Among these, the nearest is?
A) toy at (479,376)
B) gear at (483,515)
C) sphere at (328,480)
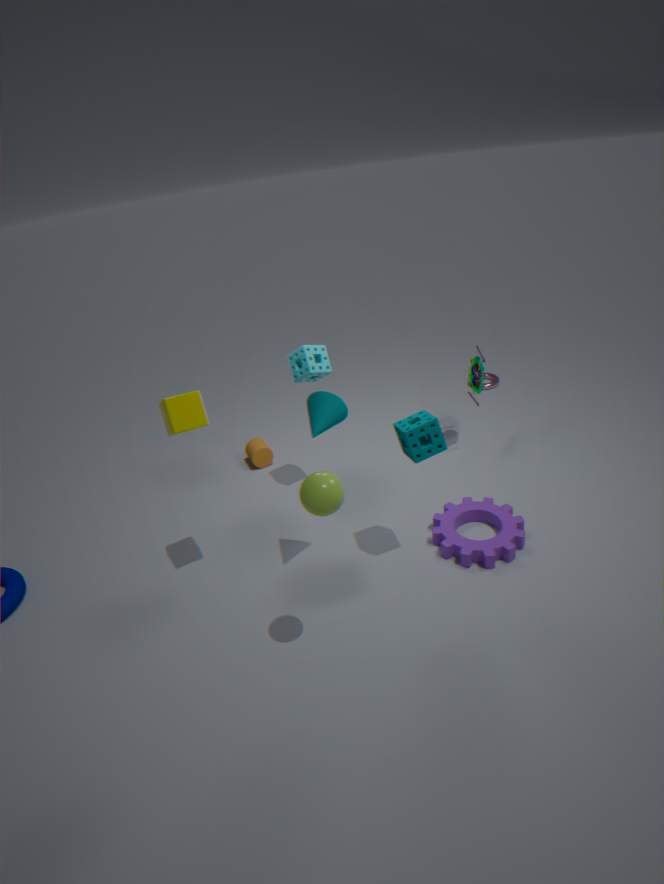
sphere at (328,480)
